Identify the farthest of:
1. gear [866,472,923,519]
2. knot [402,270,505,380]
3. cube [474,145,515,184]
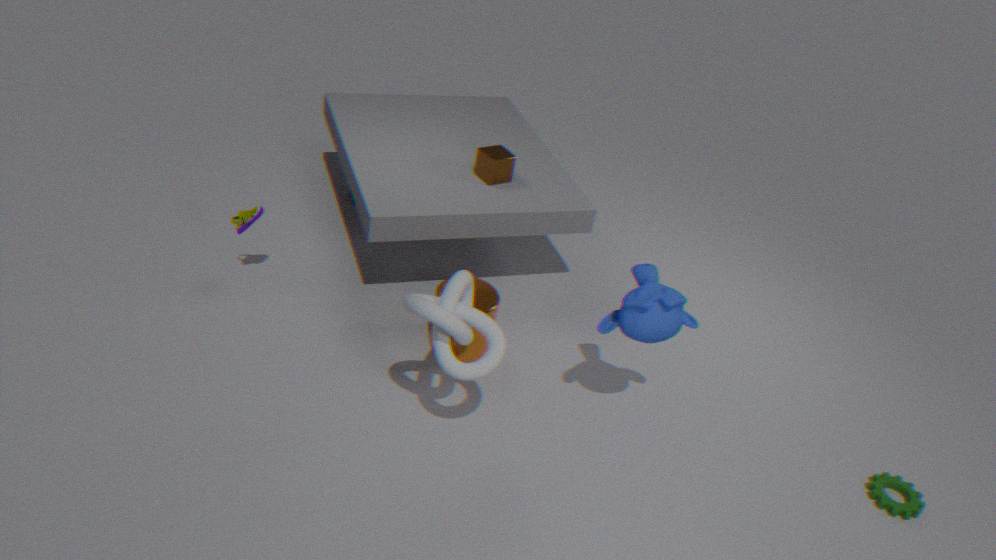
cube [474,145,515,184]
